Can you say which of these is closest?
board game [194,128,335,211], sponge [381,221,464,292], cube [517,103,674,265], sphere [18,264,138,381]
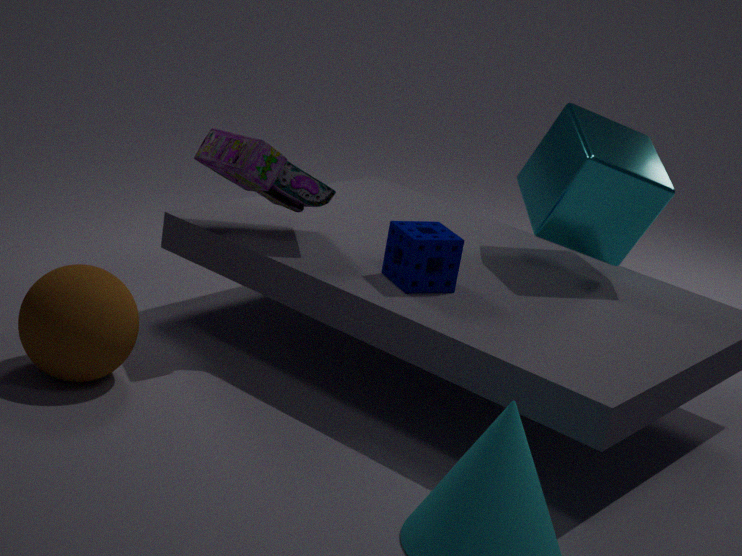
sphere [18,264,138,381]
